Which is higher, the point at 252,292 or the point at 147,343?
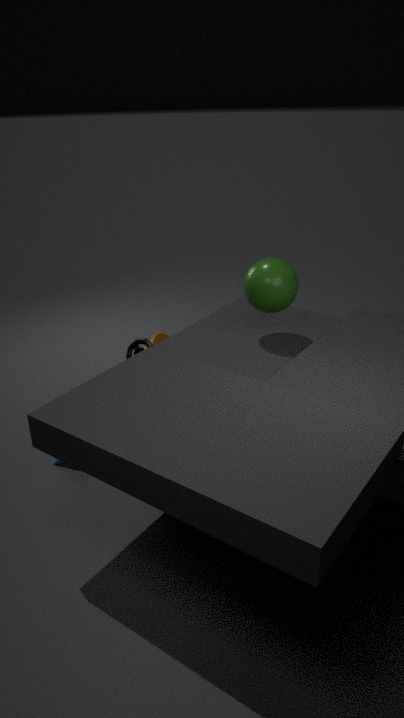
the point at 252,292
